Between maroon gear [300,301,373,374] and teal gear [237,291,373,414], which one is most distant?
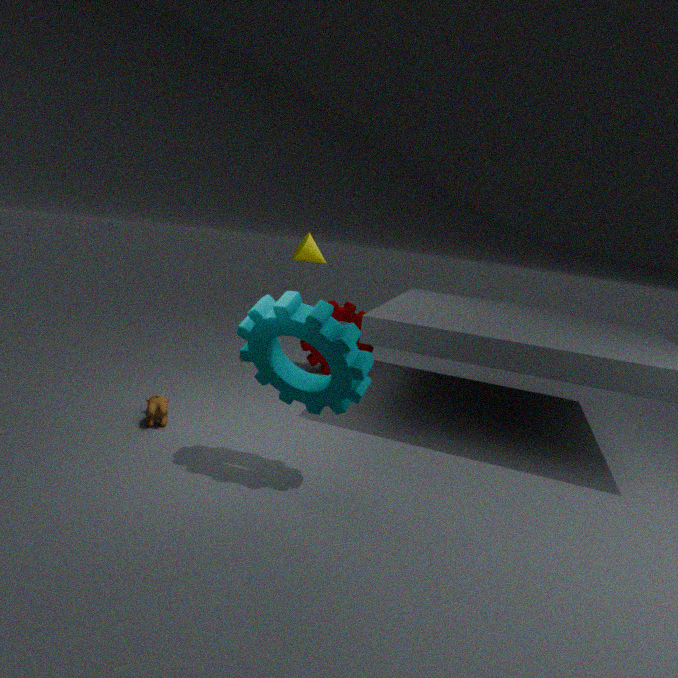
maroon gear [300,301,373,374]
